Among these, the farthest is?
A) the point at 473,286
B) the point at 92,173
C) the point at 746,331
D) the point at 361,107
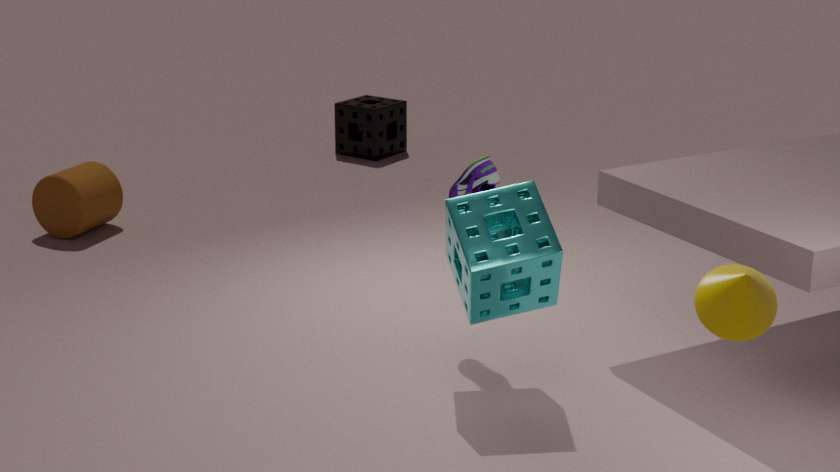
D. the point at 361,107
